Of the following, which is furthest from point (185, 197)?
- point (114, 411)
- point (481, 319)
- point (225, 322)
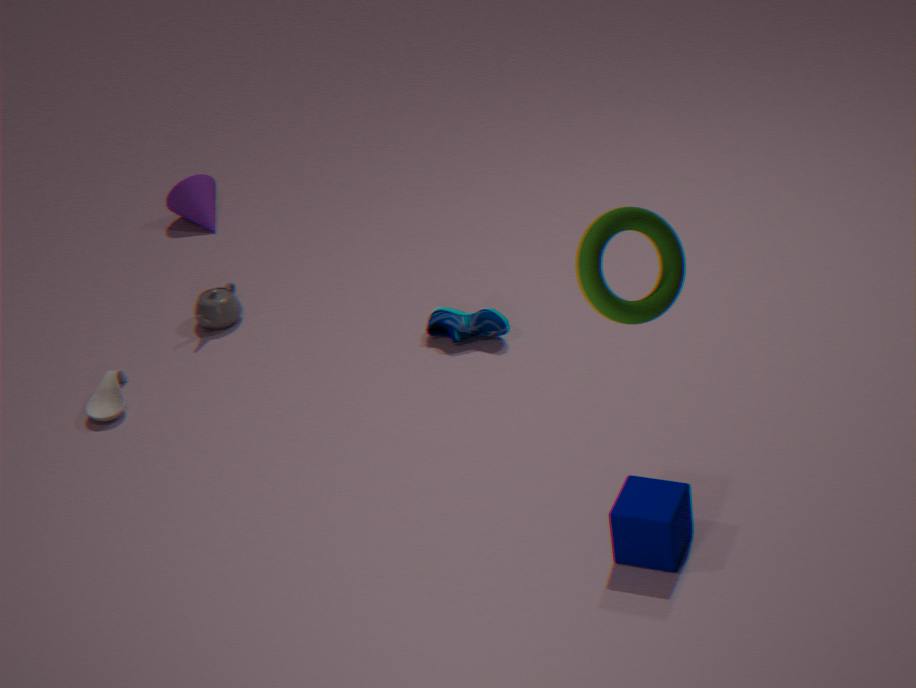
point (481, 319)
